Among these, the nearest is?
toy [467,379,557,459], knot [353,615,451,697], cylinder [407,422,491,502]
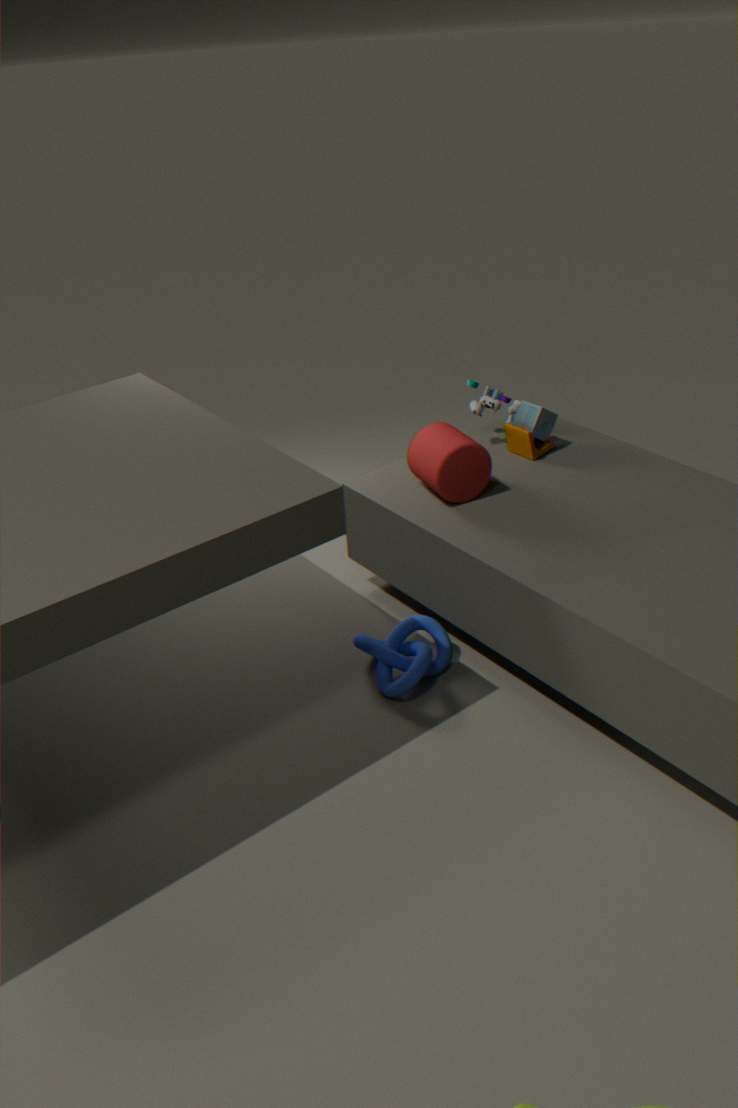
knot [353,615,451,697]
